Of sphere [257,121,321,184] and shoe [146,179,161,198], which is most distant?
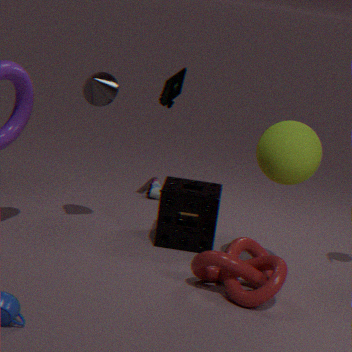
shoe [146,179,161,198]
